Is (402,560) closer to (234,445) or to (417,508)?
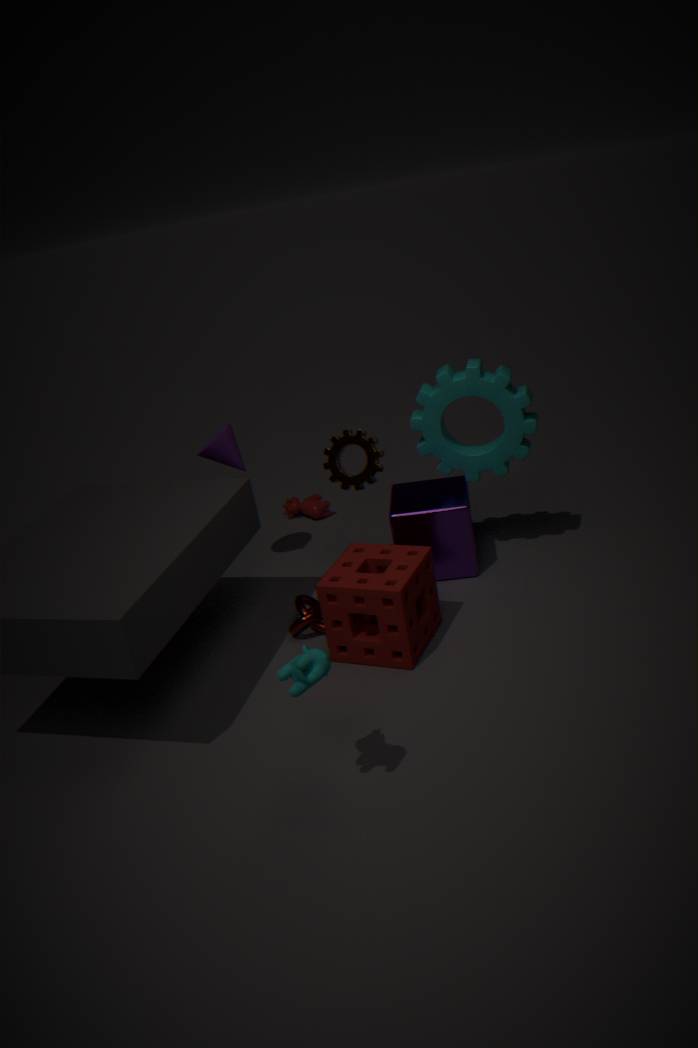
(417,508)
